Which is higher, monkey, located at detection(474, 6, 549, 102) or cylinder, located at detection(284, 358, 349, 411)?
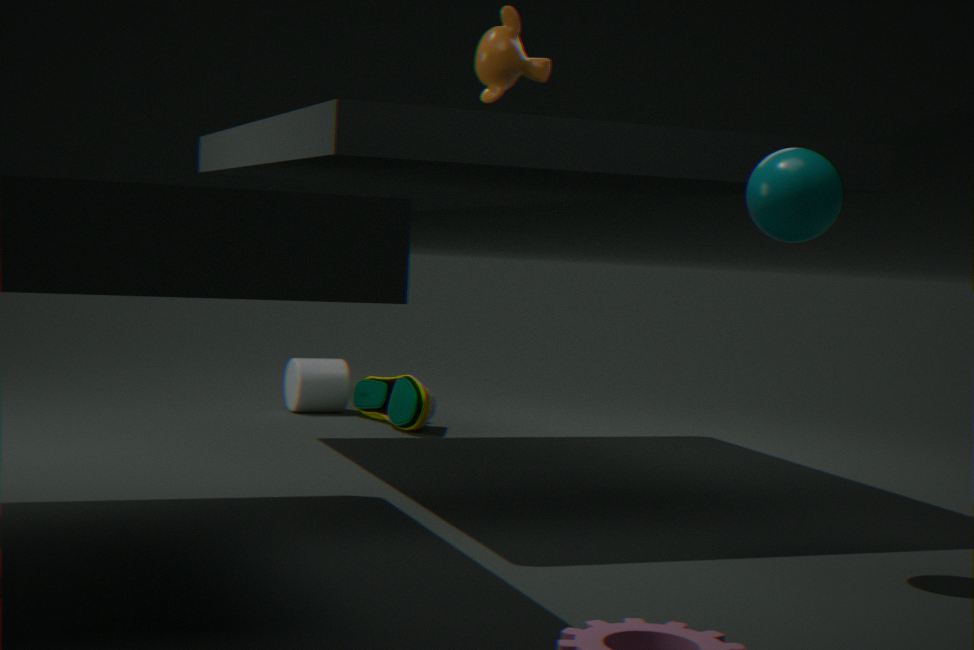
monkey, located at detection(474, 6, 549, 102)
